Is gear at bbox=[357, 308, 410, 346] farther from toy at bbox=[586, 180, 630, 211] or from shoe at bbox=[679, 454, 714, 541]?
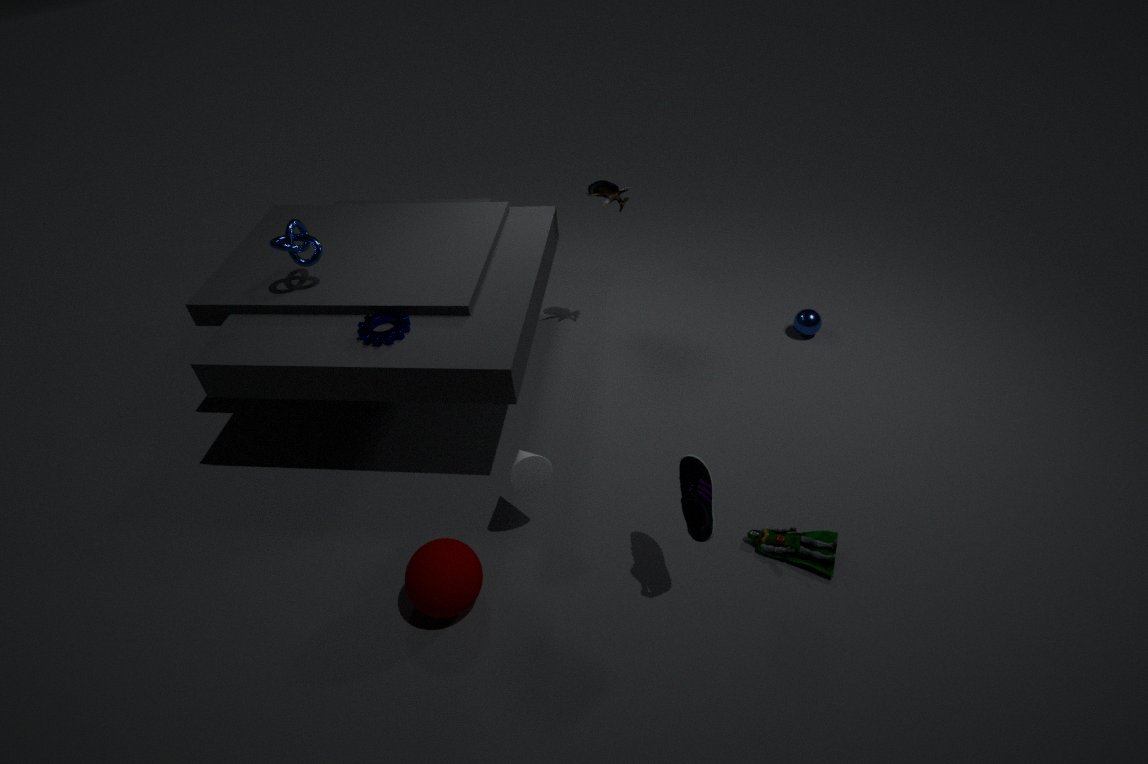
shoe at bbox=[679, 454, 714, 541]
